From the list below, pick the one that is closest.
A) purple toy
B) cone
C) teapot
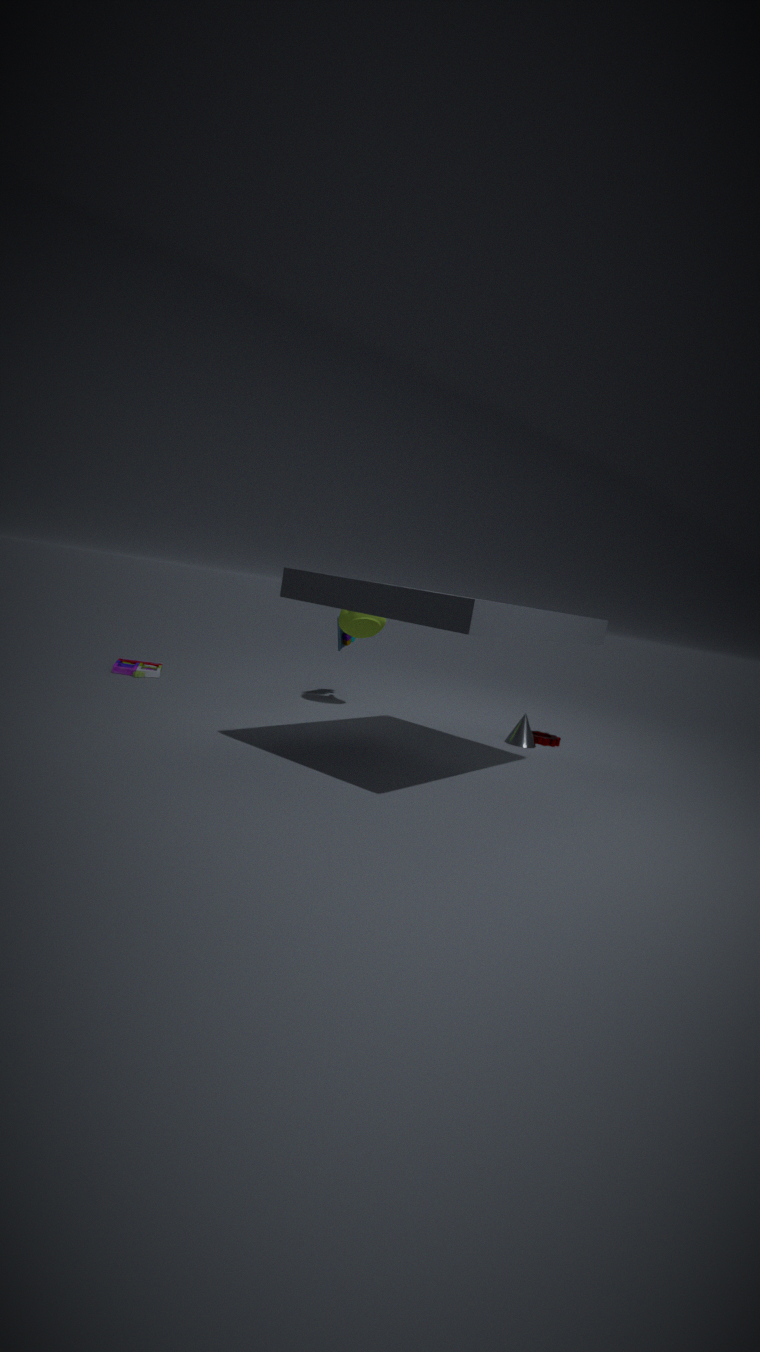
cone
